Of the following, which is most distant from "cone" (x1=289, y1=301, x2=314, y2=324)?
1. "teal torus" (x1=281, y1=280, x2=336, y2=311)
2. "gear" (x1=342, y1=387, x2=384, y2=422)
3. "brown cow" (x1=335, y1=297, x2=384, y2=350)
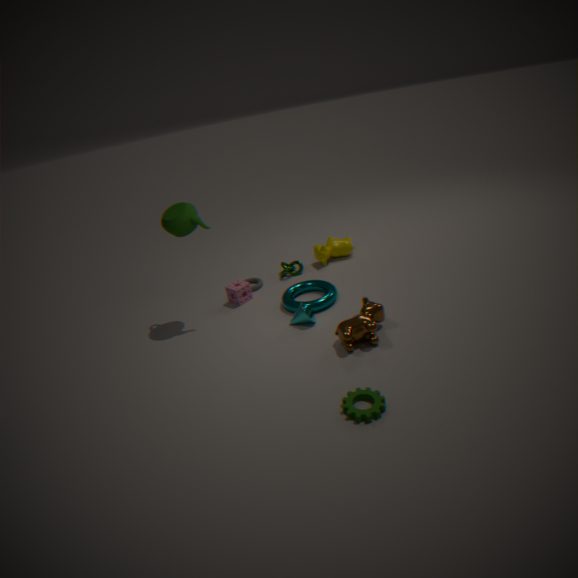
"gear" (x1=342, y1=387, x2=384, y2=422)
